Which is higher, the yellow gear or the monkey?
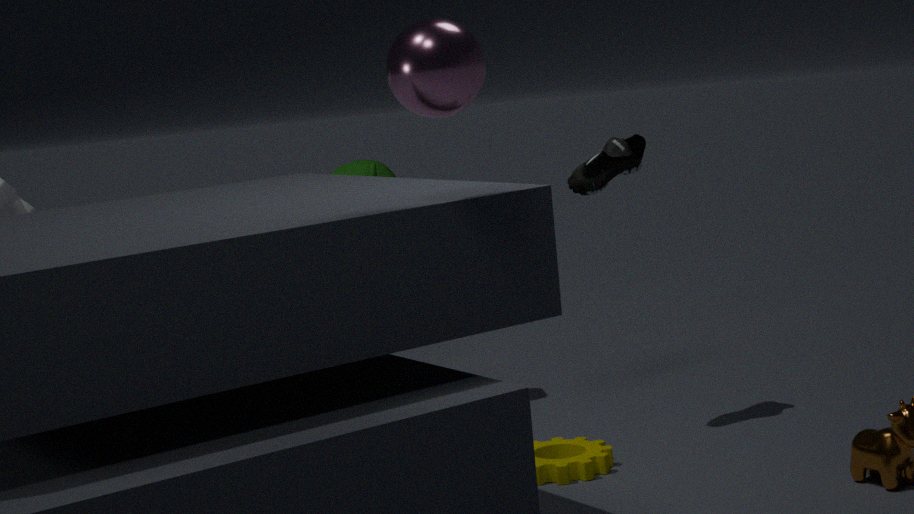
the monkey
